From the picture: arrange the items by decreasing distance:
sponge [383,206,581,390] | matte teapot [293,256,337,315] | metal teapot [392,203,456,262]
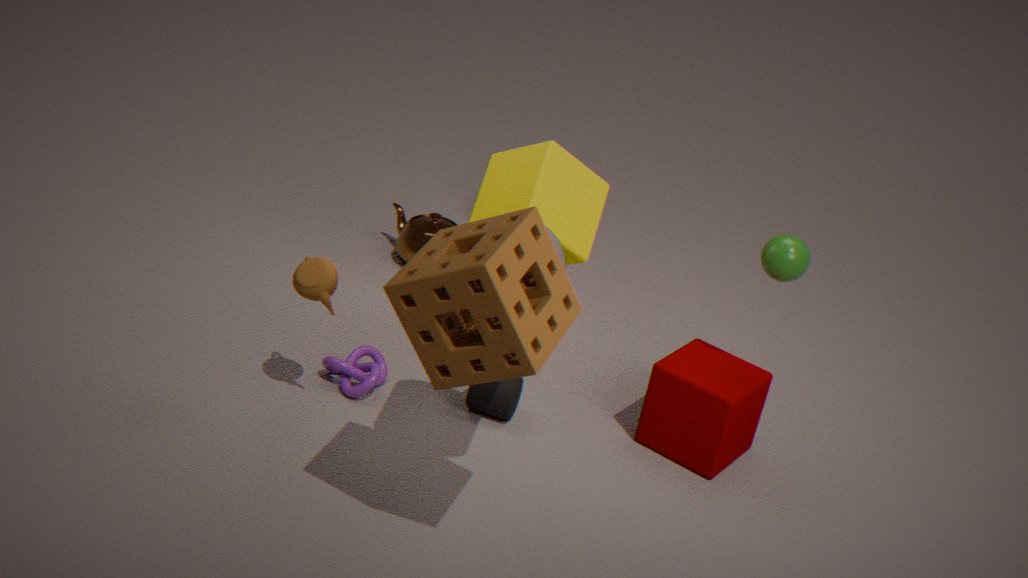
metal teapot [392,203,456,262] < matte teapot [293,256,337,315] < sponge [383,206,581,390]
